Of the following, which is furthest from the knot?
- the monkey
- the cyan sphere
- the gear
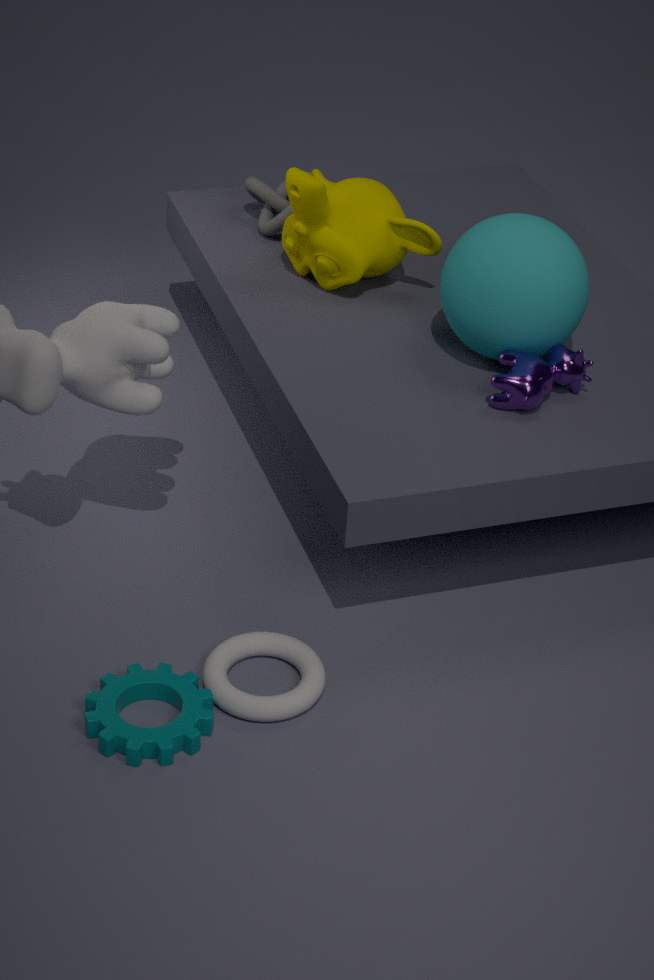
the gear
